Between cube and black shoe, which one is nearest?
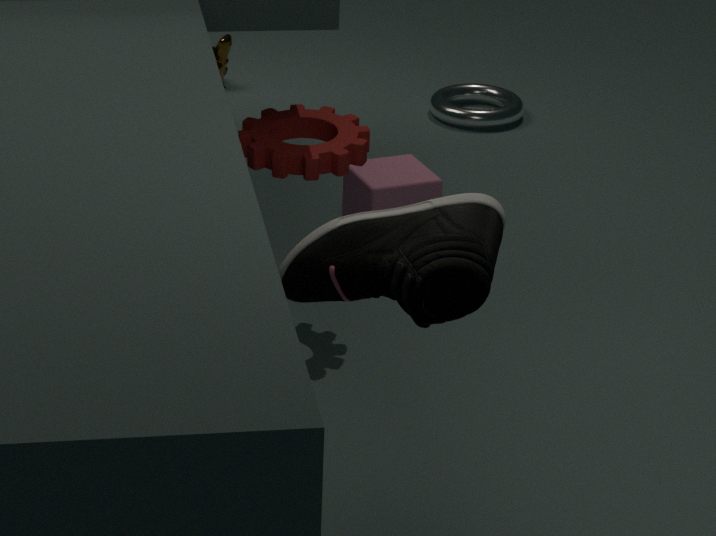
black shoe
